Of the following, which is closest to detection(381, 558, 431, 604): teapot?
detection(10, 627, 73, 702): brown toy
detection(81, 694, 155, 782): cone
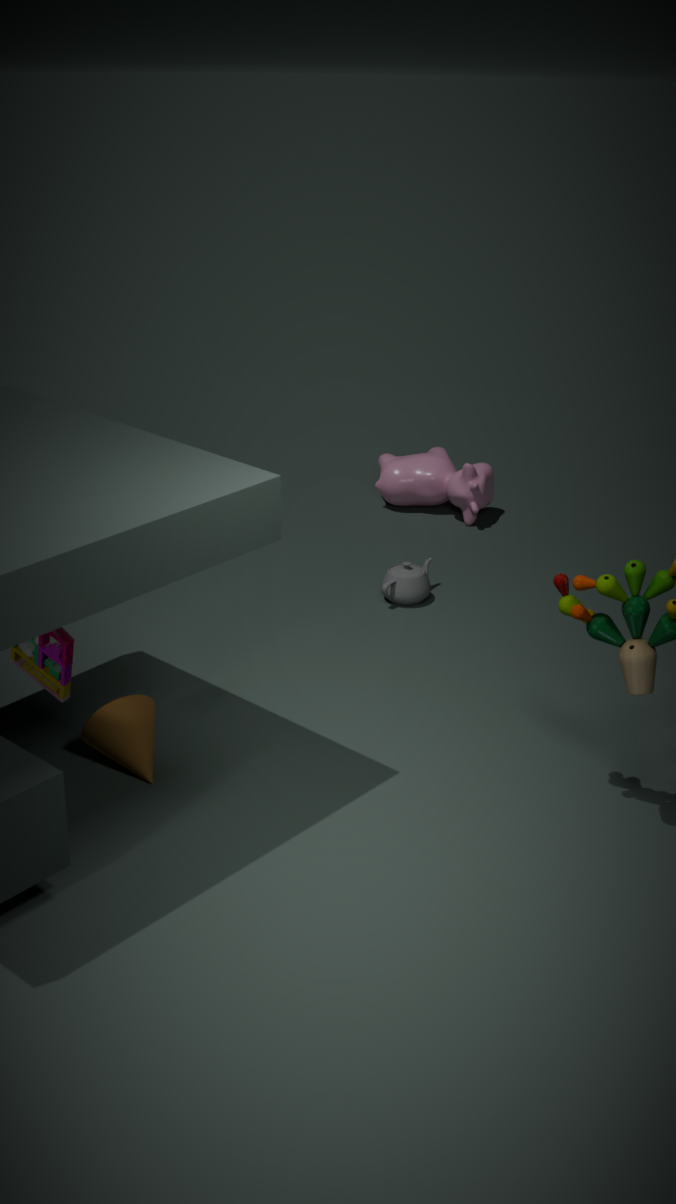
detection(81, 694, 155, 782): cone
